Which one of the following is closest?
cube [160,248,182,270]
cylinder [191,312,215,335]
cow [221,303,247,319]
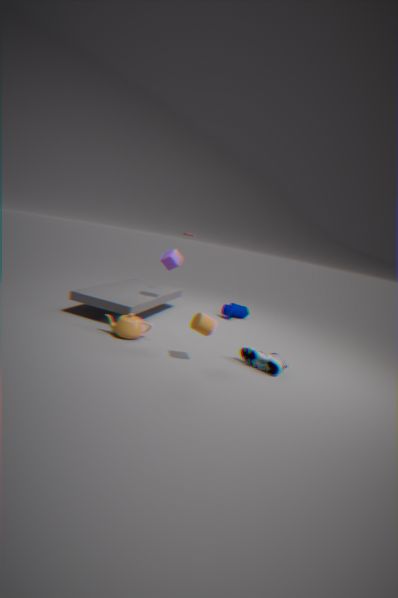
cylinder [191,312,215,335]
